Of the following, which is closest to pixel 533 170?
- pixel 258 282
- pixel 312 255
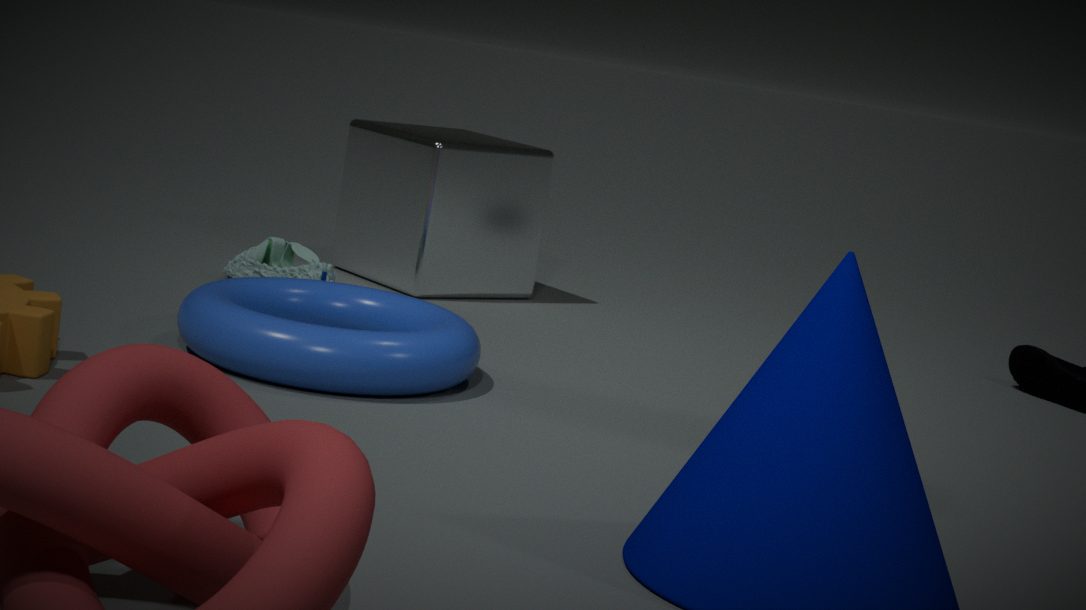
pixel 312 255
